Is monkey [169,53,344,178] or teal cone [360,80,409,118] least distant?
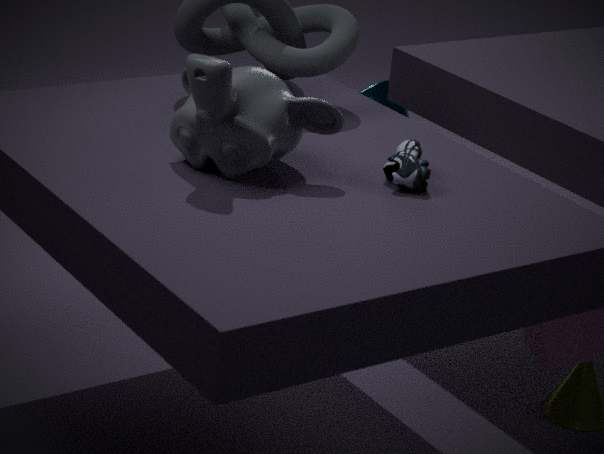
monkey [169,53,344,178]
